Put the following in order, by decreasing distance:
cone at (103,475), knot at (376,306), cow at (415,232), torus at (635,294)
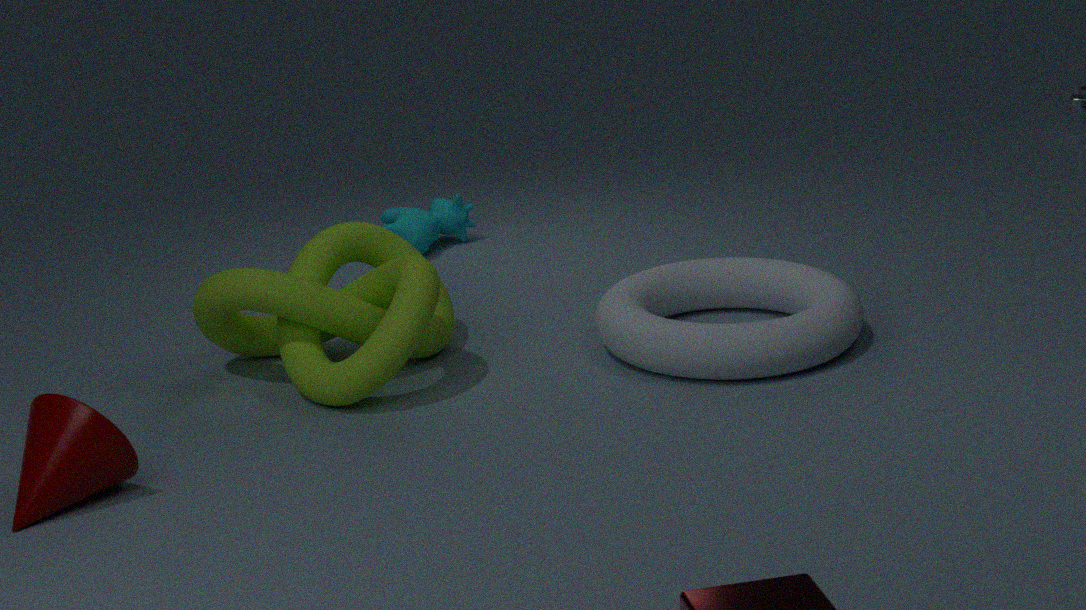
1. cow at (415,232)
2. torus at (635,294)
3. knot at (376,306)
4. cone at (103,475)
